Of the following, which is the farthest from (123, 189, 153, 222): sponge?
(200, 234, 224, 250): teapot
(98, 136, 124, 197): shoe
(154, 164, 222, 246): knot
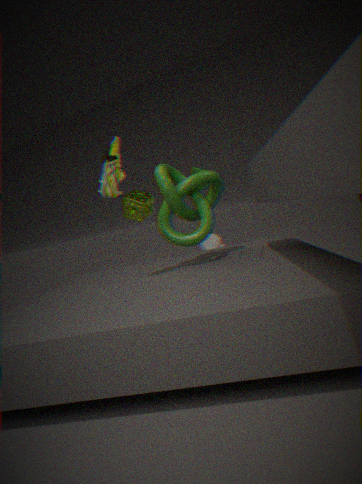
(200, 234, 224, 250): teapot
